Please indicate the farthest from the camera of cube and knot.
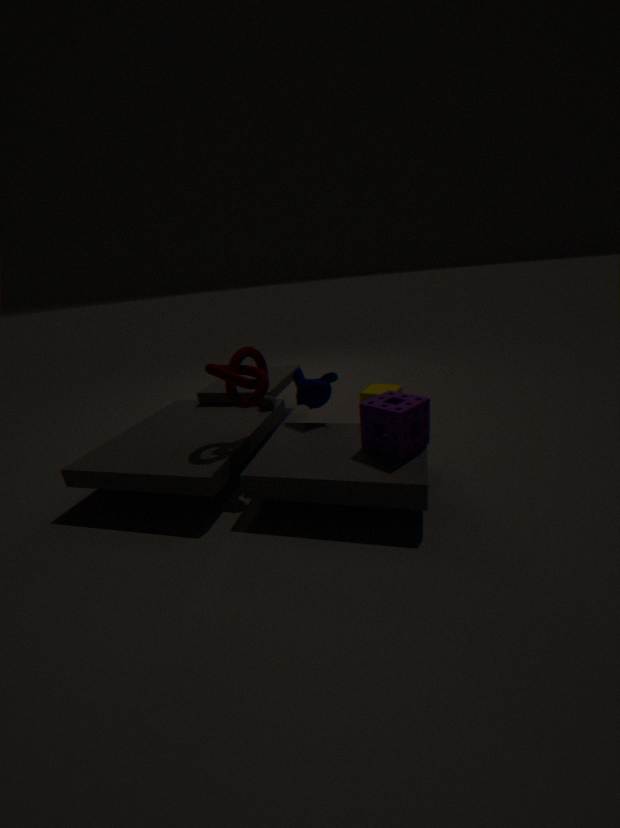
cube
